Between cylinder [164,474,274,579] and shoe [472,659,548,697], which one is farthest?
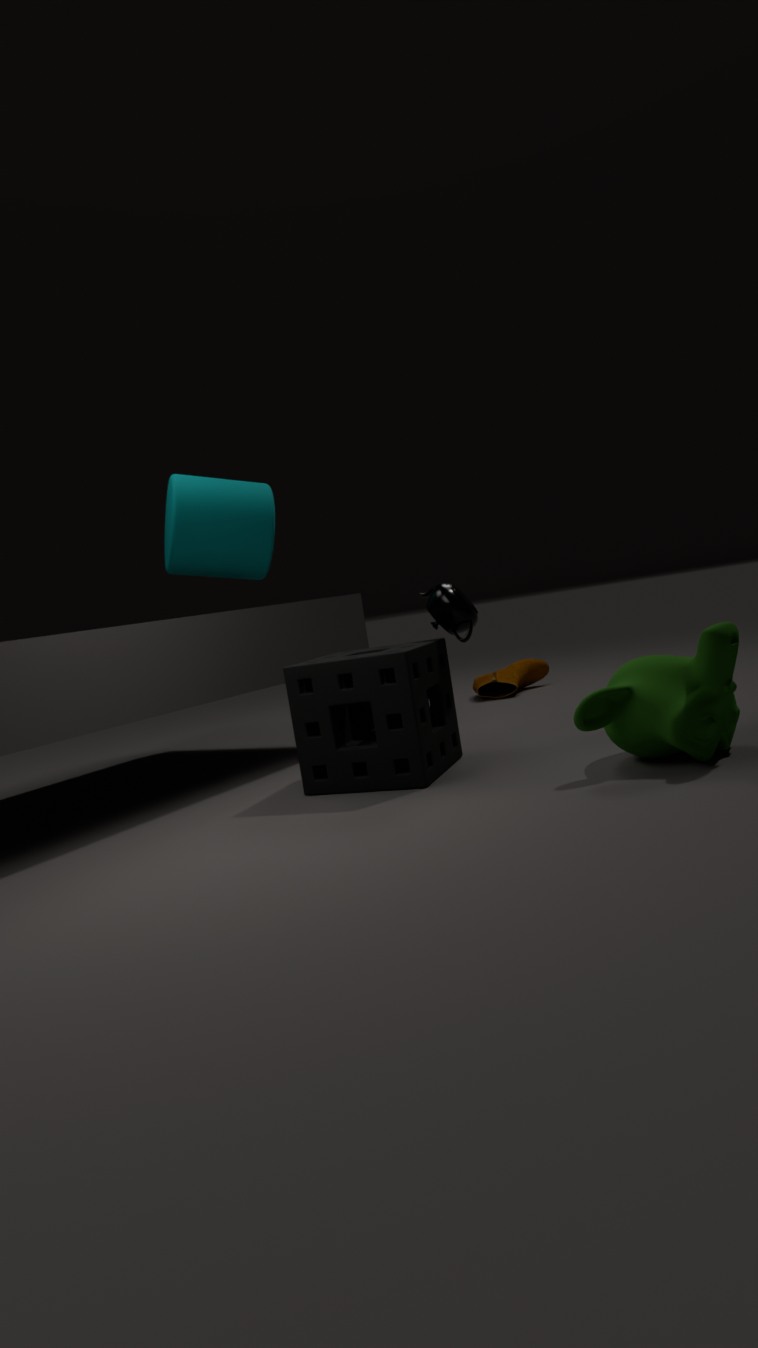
shoe [472,659,548,697]
